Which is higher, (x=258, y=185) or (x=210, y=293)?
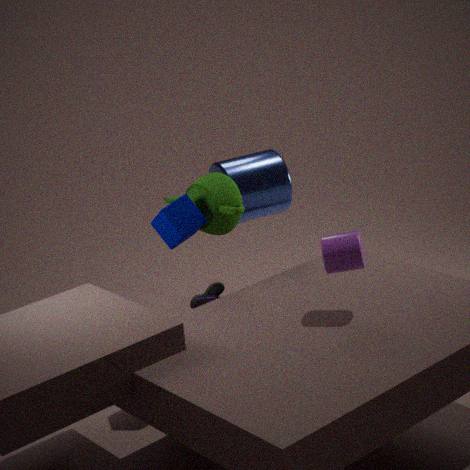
(x=258, y=185)
